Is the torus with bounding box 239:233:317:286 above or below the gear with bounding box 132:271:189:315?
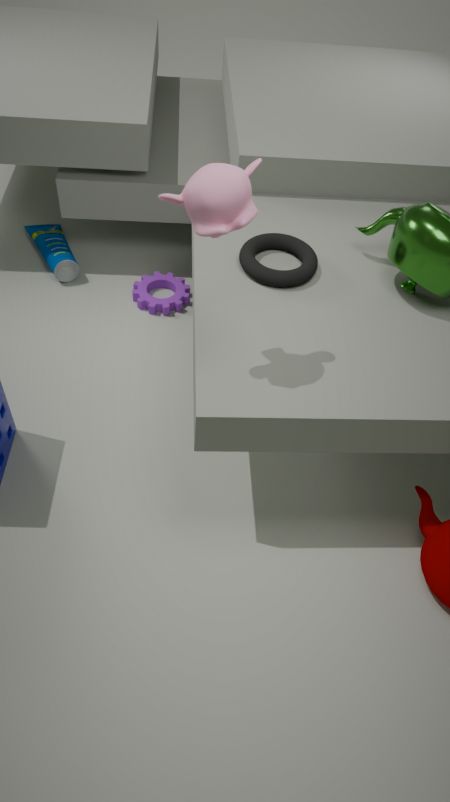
above
